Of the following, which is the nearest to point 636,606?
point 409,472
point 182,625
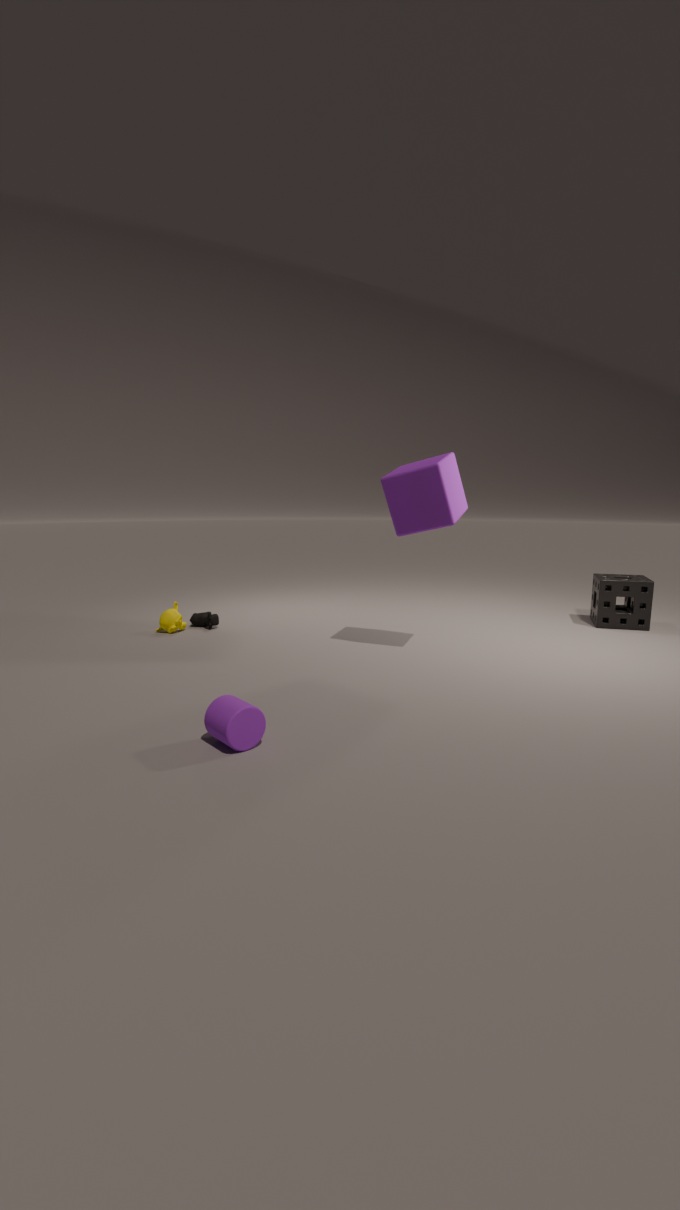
point 409,472
